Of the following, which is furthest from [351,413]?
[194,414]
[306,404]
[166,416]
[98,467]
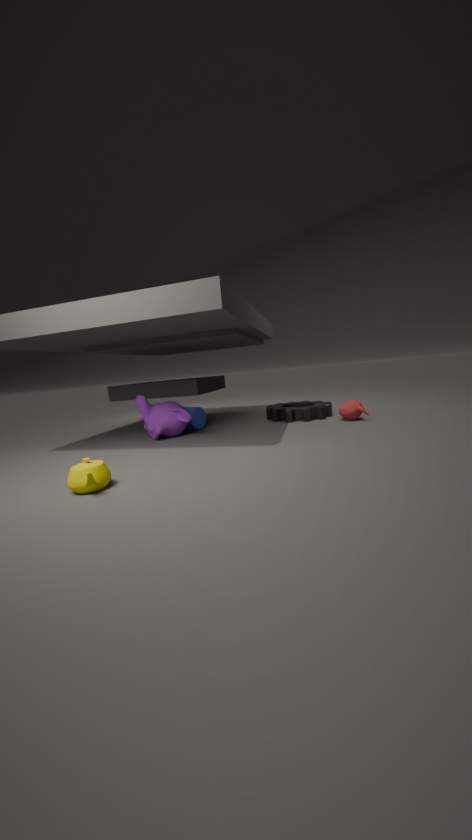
[98,467]
